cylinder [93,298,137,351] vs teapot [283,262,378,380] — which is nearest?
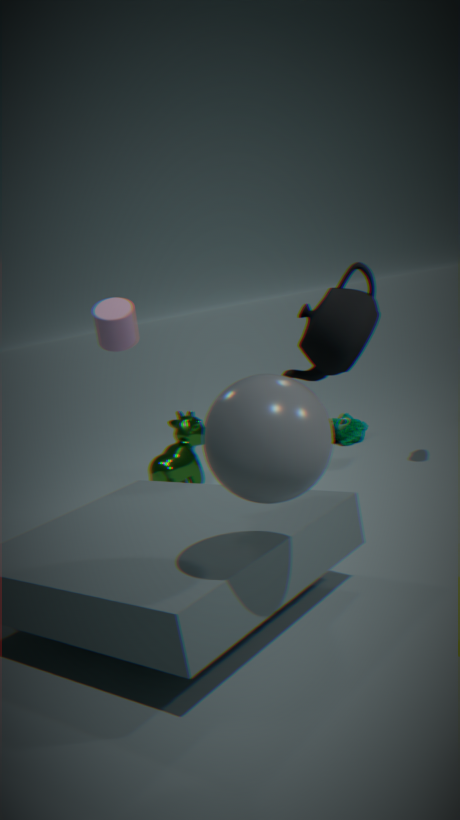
teapot [283,262,378,380]
